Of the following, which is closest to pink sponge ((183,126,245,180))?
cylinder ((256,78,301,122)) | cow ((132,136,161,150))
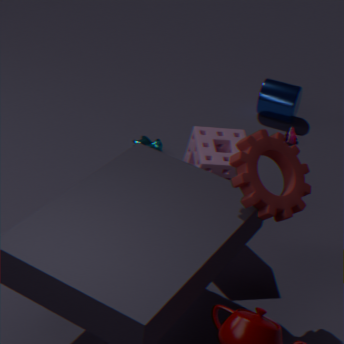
cow ((132,136,161,150))
